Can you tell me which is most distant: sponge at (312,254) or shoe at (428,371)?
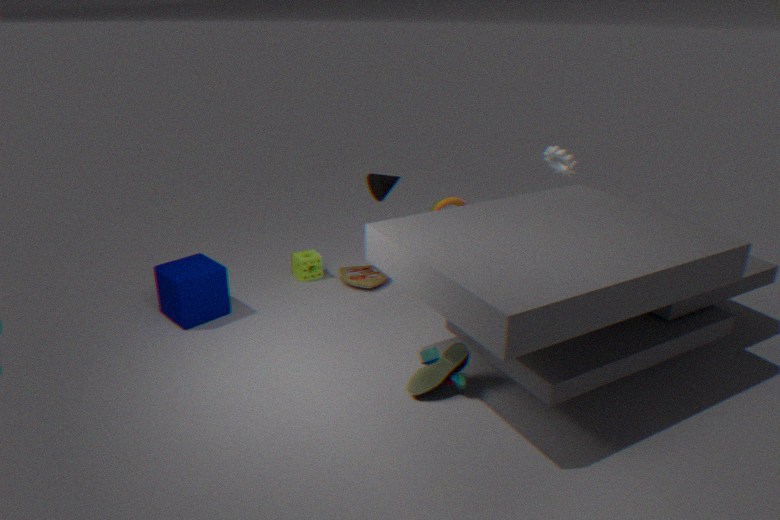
sponge at (312,254)
